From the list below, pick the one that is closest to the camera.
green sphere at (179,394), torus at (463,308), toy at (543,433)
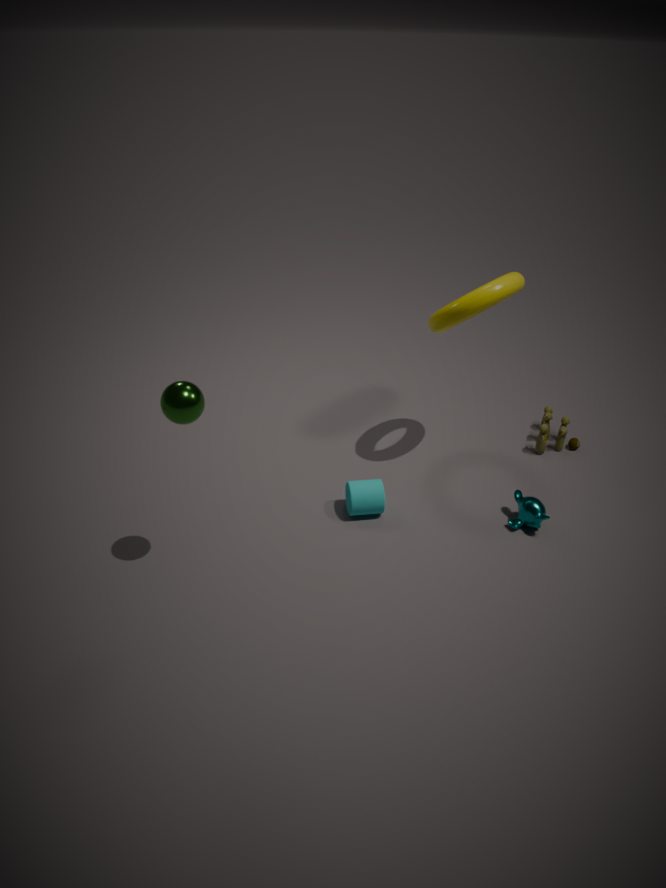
green sphere at (179,394)
